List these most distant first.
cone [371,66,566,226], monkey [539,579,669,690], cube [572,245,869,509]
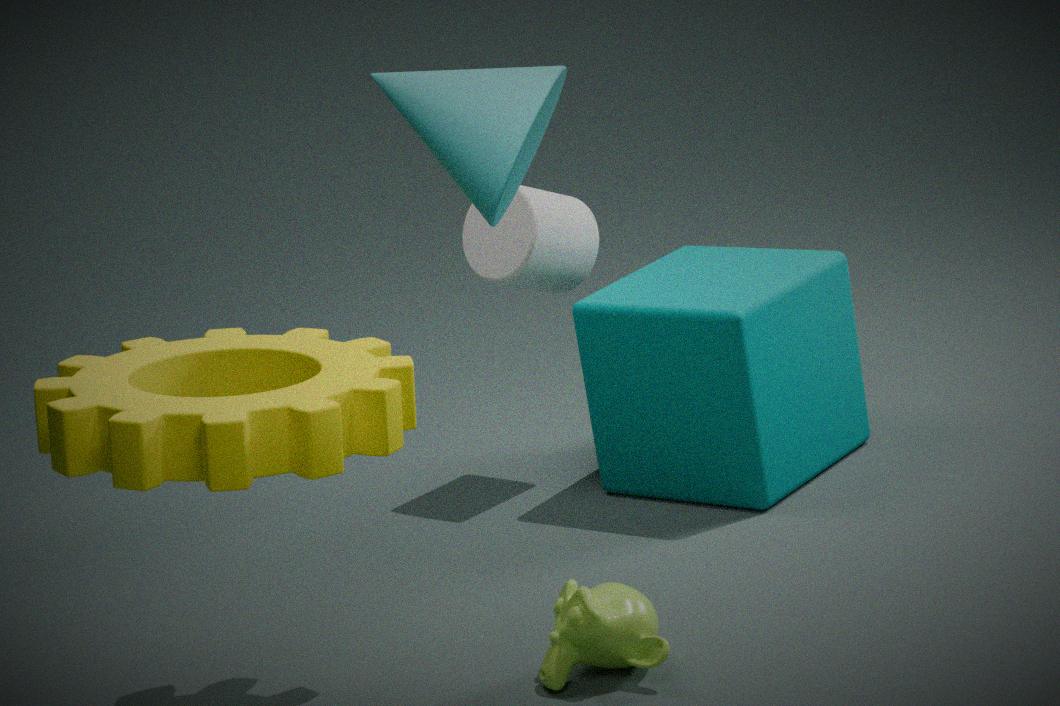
cube [572,245,869,509] < monkey [539,579,669,690] < cone [371,66,566,226]
